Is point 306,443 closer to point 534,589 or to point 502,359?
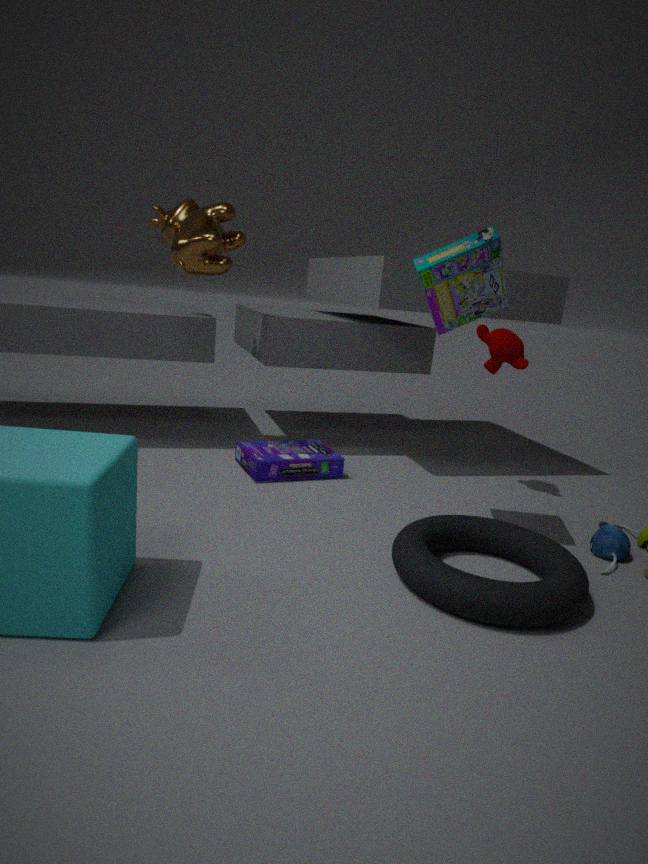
point 502,359
